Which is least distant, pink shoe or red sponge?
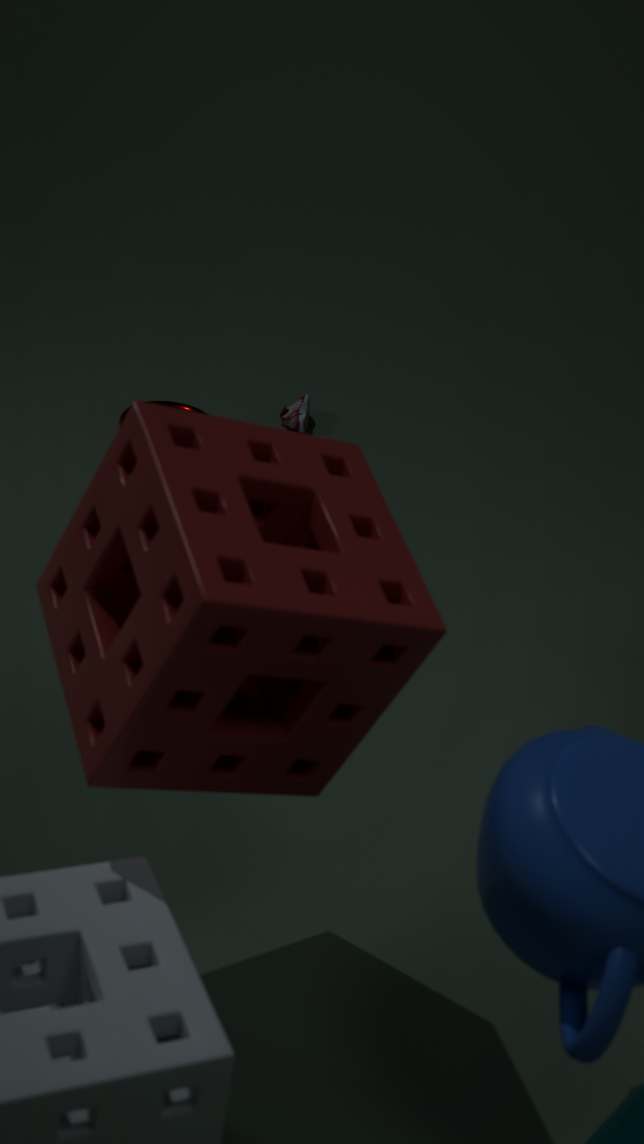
red sponge
